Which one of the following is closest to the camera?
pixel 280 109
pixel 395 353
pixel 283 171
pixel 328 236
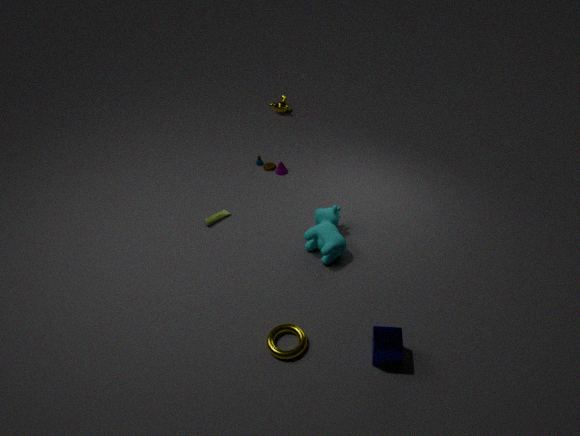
pixel 395 353
